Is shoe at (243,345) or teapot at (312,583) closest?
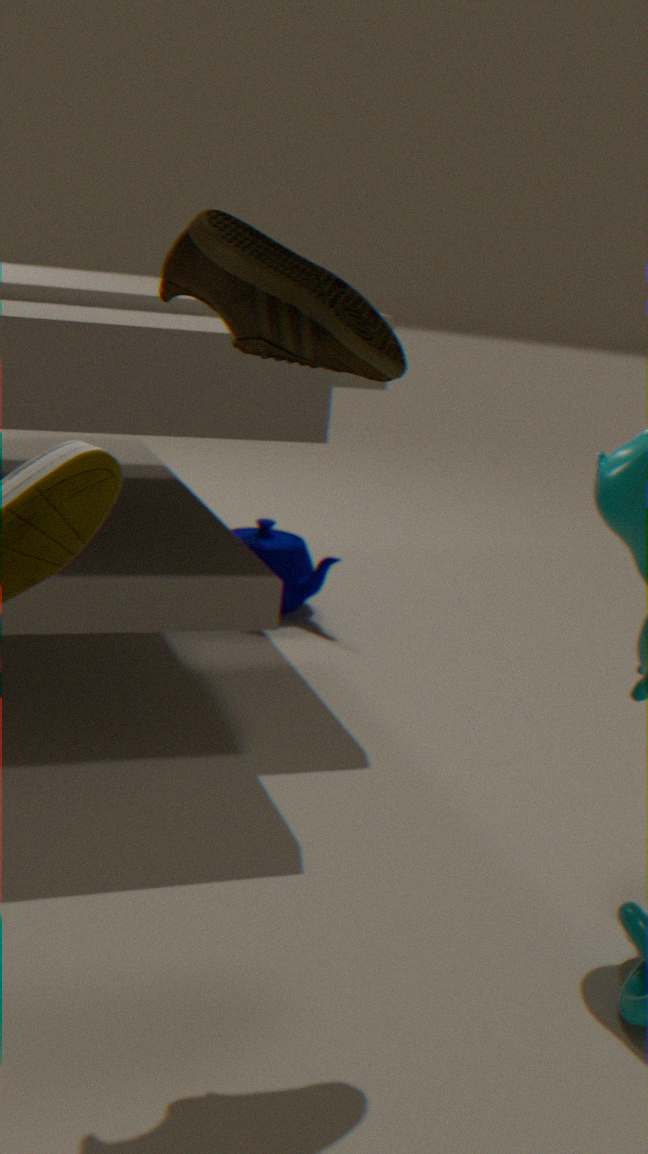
shoe at (243,345)
